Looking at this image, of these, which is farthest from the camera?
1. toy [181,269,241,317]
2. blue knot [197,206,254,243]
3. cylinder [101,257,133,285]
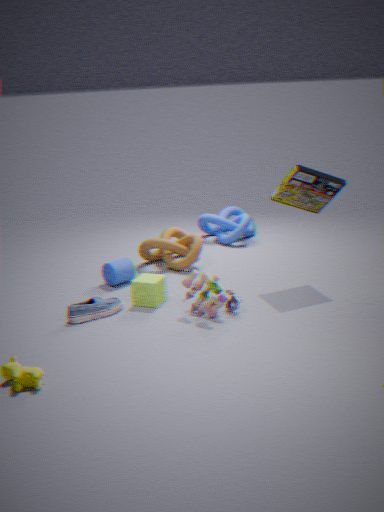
blue knot [197,206,254,243]
